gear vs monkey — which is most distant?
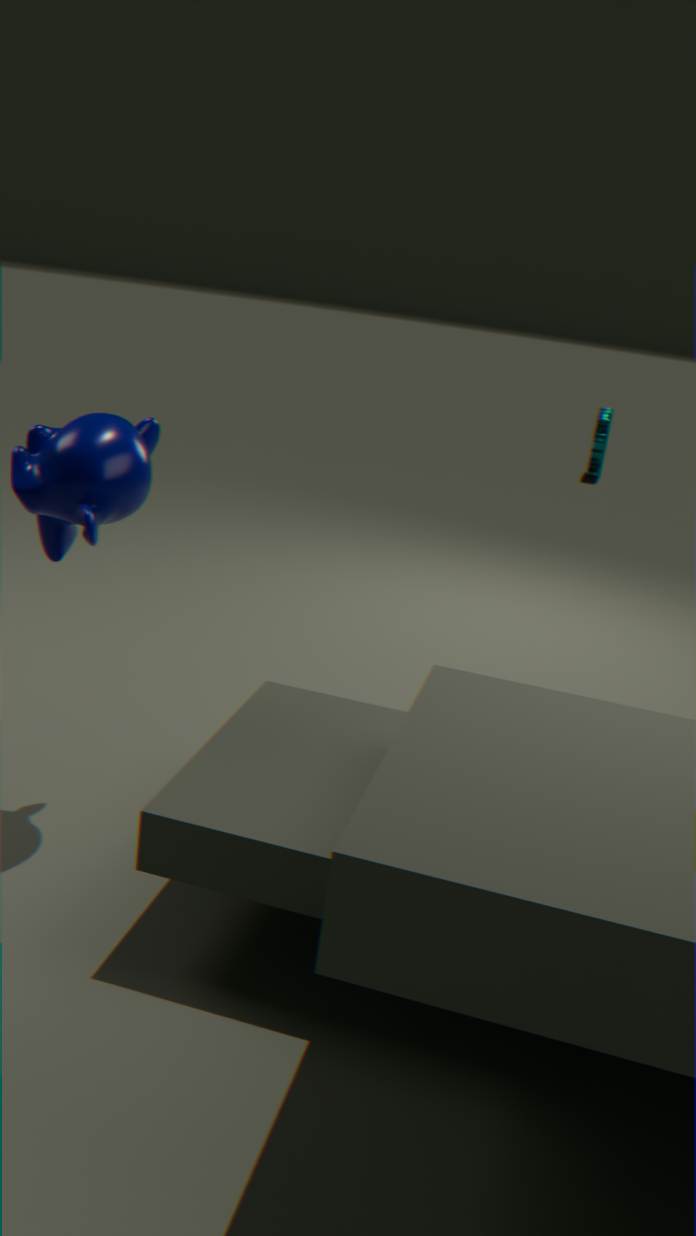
gear
